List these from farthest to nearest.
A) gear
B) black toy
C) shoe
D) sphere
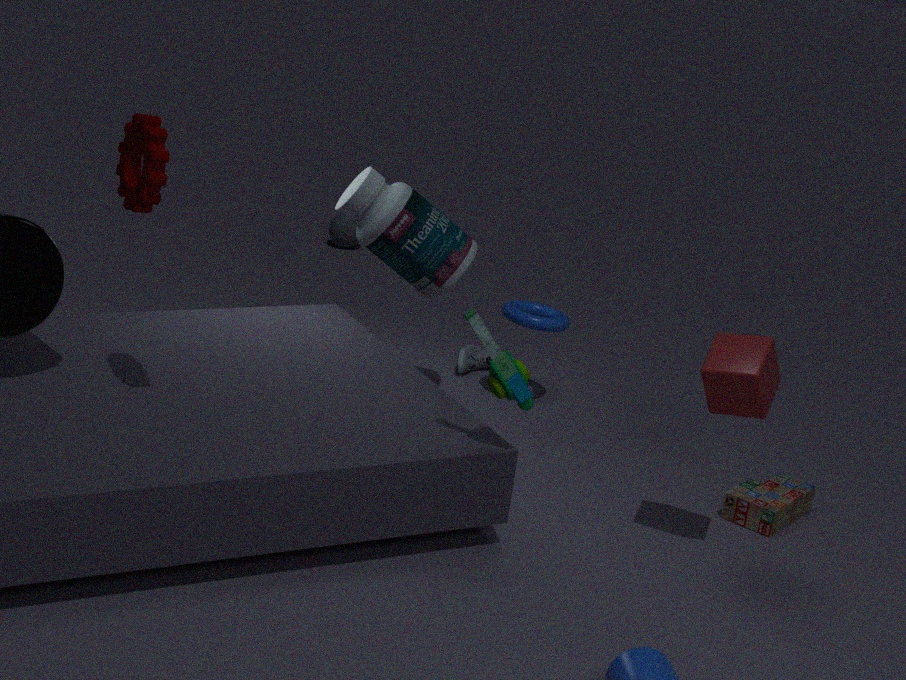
sphere < shoe < black toy < gear
